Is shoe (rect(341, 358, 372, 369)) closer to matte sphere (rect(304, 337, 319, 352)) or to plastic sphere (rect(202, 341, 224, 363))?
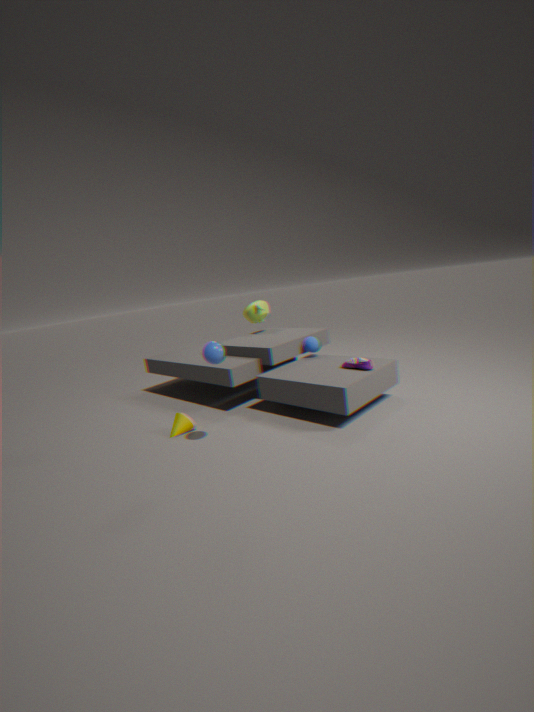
matte sphere (rect(304, 337, 319, 352))
